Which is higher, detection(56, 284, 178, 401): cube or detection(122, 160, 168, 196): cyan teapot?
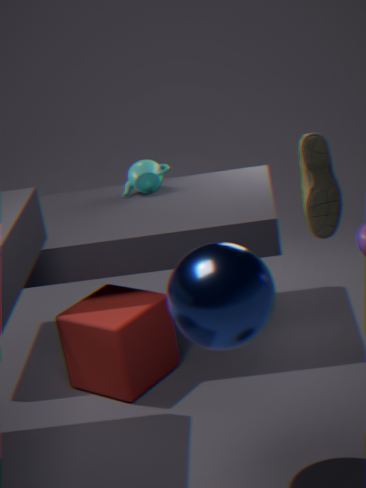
detection(122, 160, 168, 196): cyan teapot
